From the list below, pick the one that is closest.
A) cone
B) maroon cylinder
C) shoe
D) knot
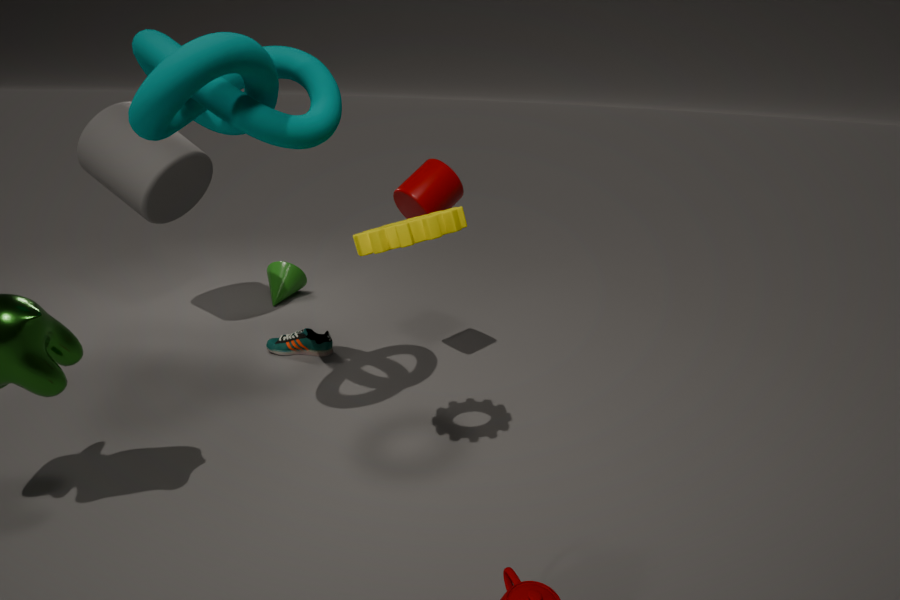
knot
